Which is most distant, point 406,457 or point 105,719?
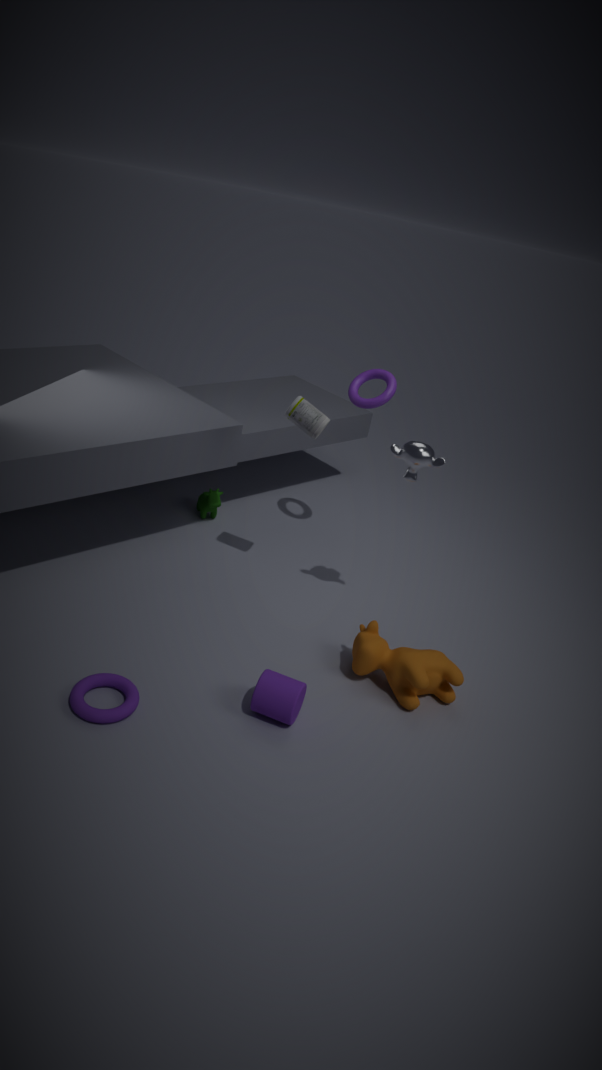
point 406,457
